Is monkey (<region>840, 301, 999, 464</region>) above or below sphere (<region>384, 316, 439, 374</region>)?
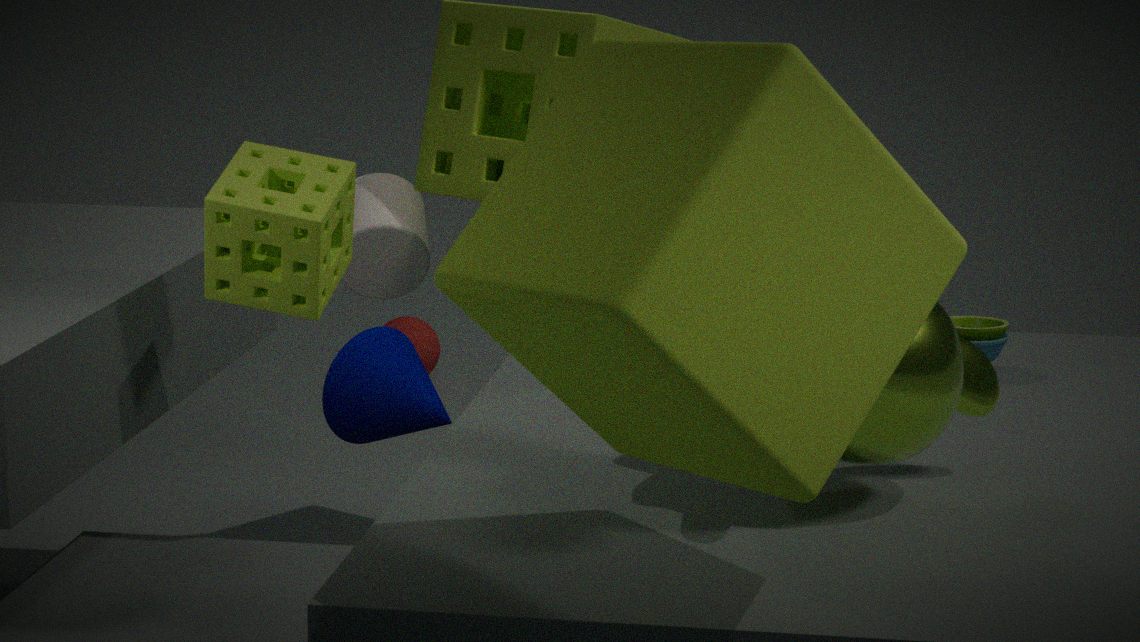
above
